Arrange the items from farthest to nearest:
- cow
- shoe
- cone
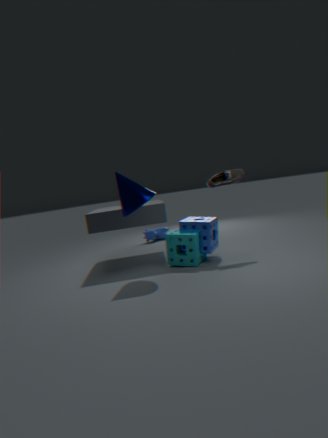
cow
shoe
cone
